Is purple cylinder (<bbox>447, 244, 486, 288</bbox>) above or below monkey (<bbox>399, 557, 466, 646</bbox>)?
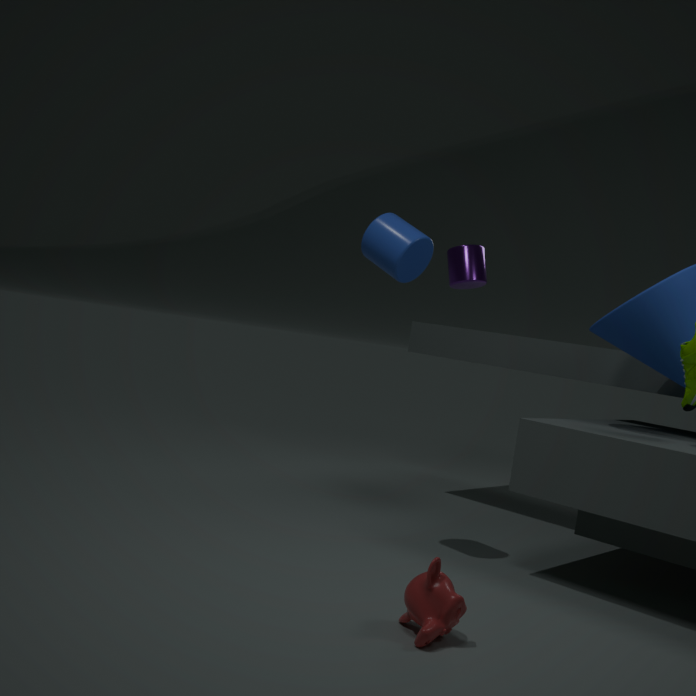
above
